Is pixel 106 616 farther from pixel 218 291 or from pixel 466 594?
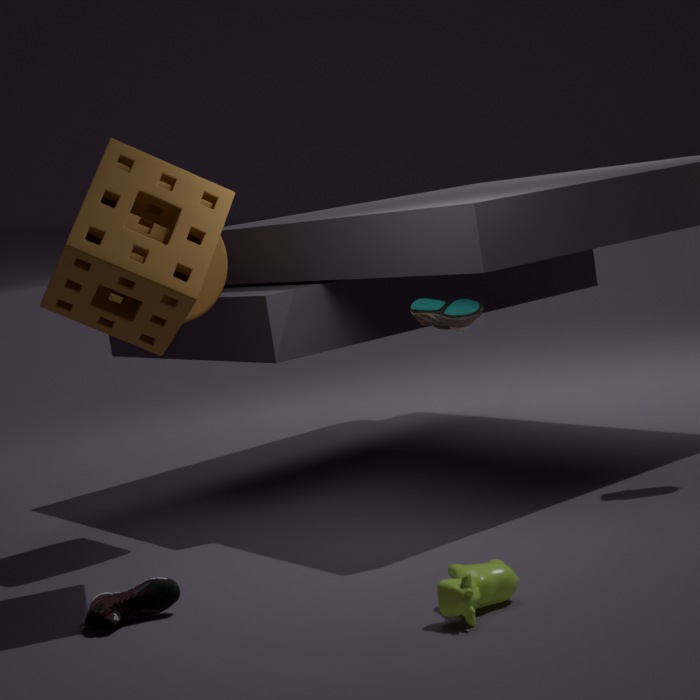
pixel 218 291
